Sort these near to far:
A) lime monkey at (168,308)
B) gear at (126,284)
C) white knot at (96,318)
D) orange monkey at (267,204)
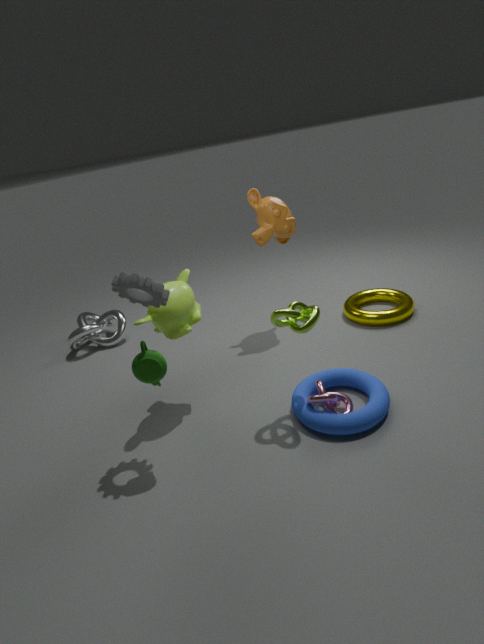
gear at (126,284)
lime monkey at (168,308)
orange monkey at (267,204)
white knot at (96,318)
